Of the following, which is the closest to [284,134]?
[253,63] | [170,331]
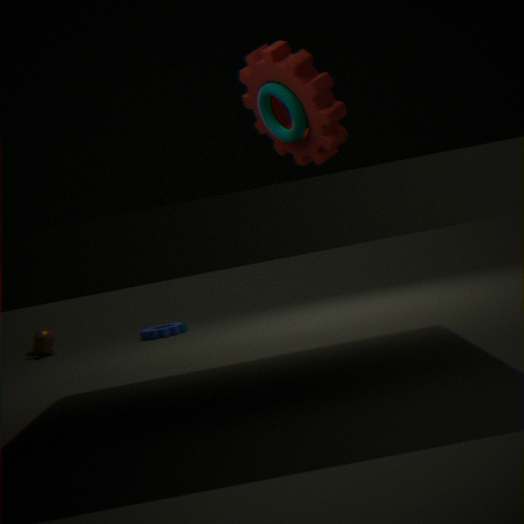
[253,63]
